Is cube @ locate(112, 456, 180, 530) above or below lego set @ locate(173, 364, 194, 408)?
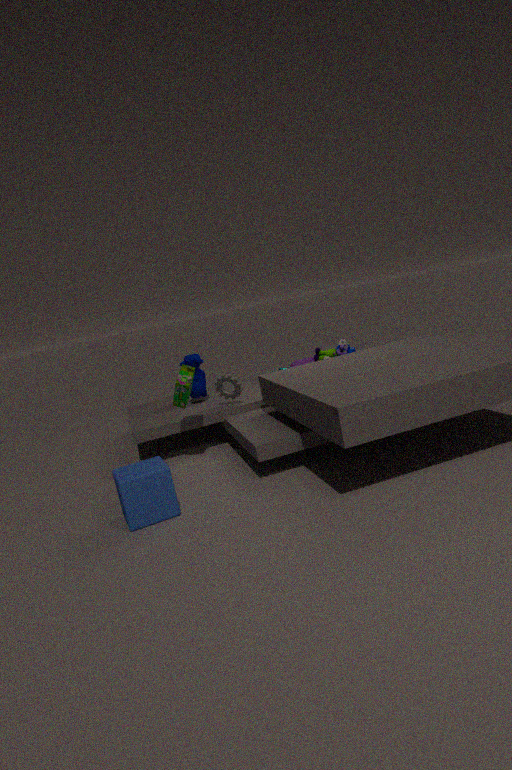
below
